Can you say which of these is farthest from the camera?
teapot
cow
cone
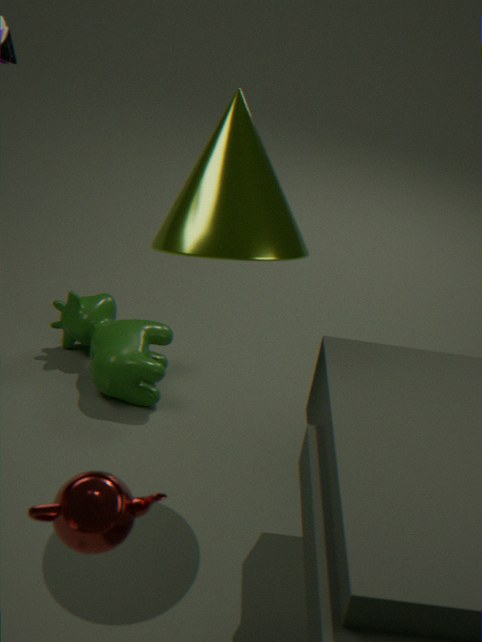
cow
